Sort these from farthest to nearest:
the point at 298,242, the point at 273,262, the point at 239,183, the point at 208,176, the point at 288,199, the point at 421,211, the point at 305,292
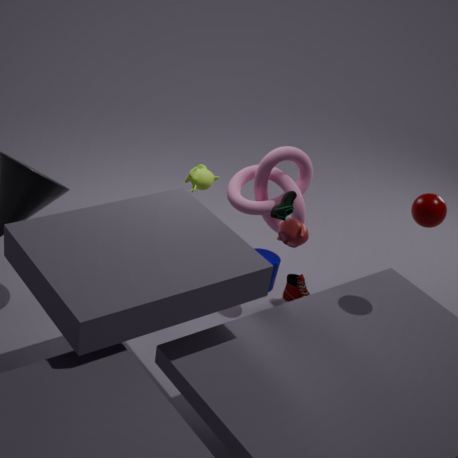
the point at 305,292
the point at 208,176
the point at 239,183
the point at 273,262
the point at 298,242
the point at 288,199
the point at 421,211
